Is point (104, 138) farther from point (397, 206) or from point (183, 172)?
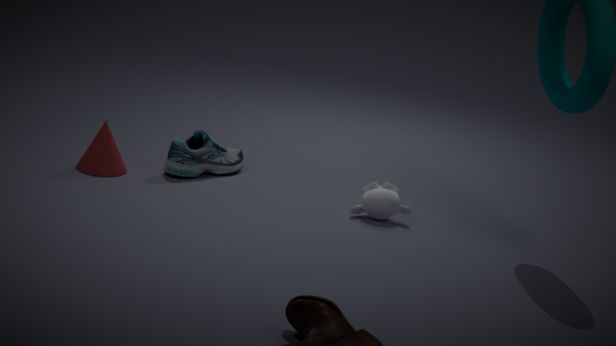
point (397, 206)
